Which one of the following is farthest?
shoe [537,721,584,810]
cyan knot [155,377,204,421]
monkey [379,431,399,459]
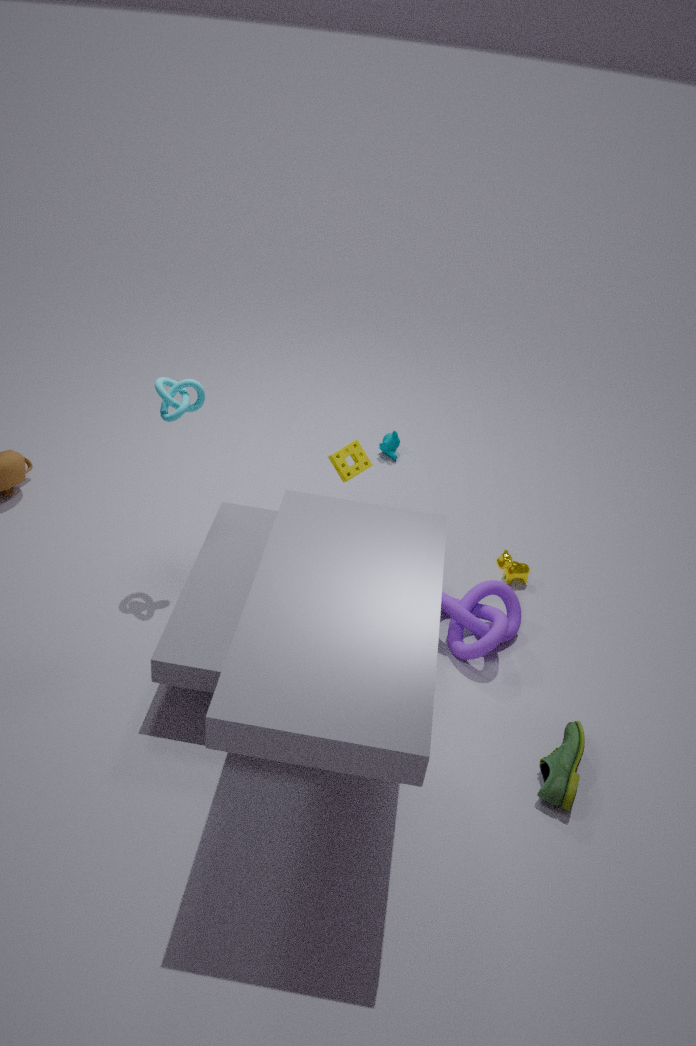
monkey [379,431,399,459]
